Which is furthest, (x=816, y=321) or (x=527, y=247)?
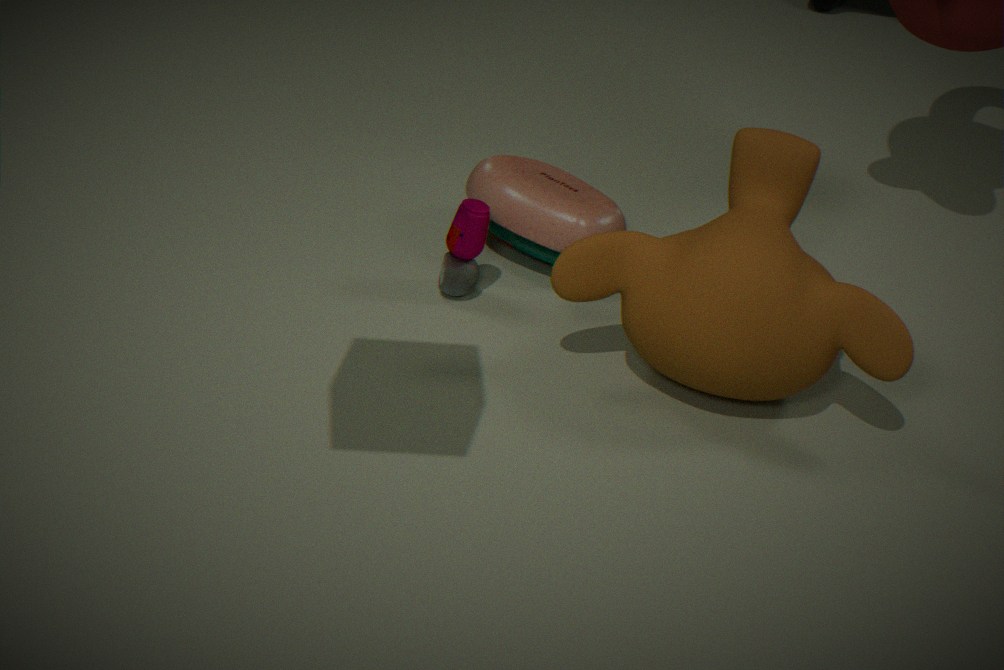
(x=527, y=247)
